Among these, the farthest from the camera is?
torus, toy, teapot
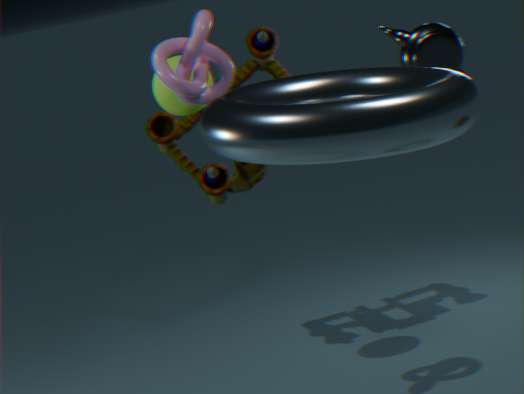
→ toy
